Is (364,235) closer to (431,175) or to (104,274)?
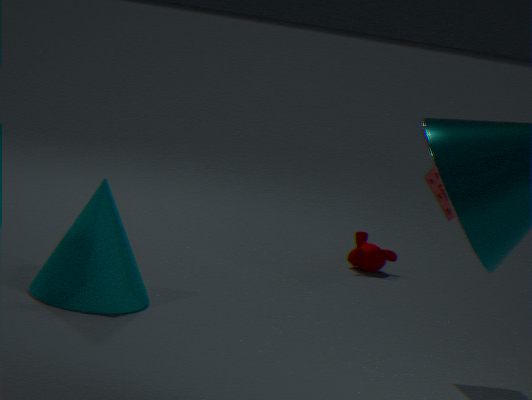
(431,175)
